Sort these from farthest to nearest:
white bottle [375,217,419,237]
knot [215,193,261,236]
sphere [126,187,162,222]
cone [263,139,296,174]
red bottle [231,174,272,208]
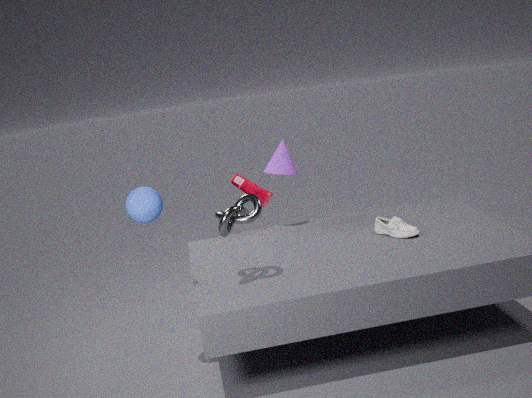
red bottle [231,174,272,208] → cone [263,139,296,174] → white bottle [375,217,419,237] → knot [215,193,261,236] → sphere [126,187,162,222]
